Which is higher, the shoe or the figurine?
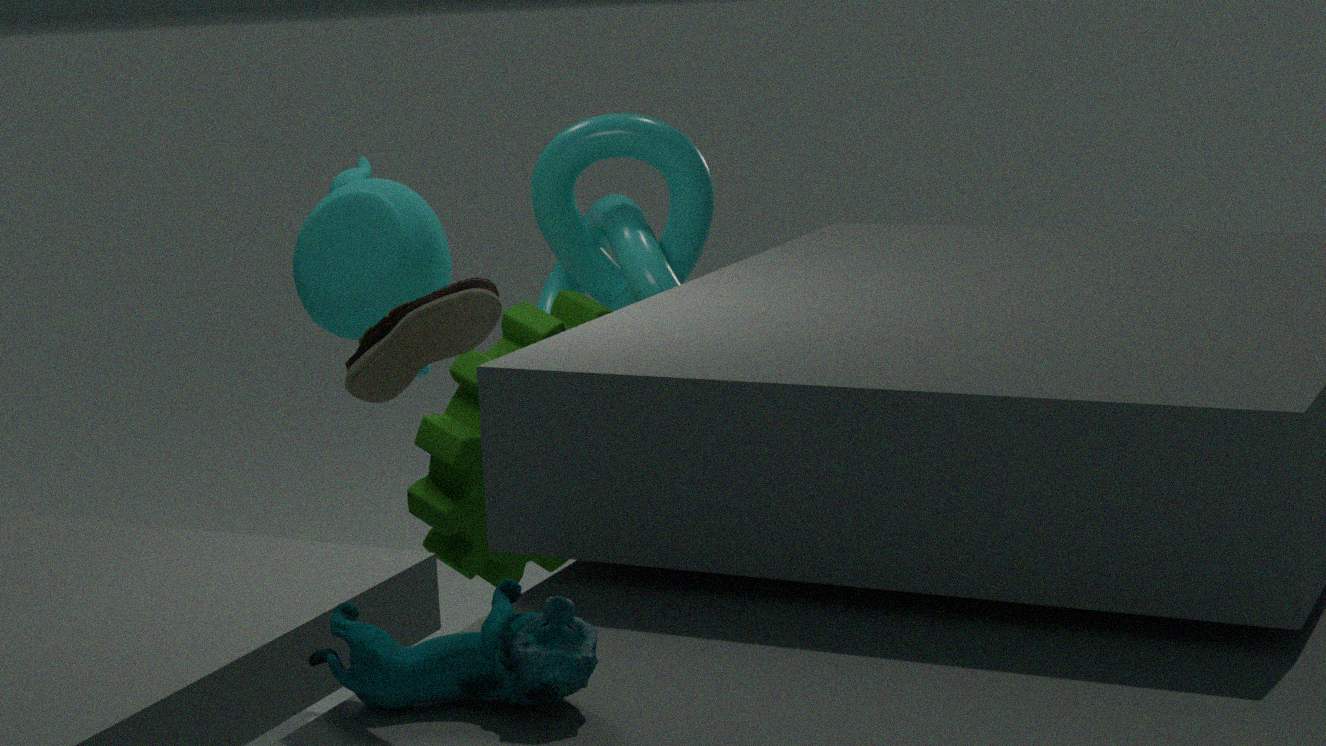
the shoe
